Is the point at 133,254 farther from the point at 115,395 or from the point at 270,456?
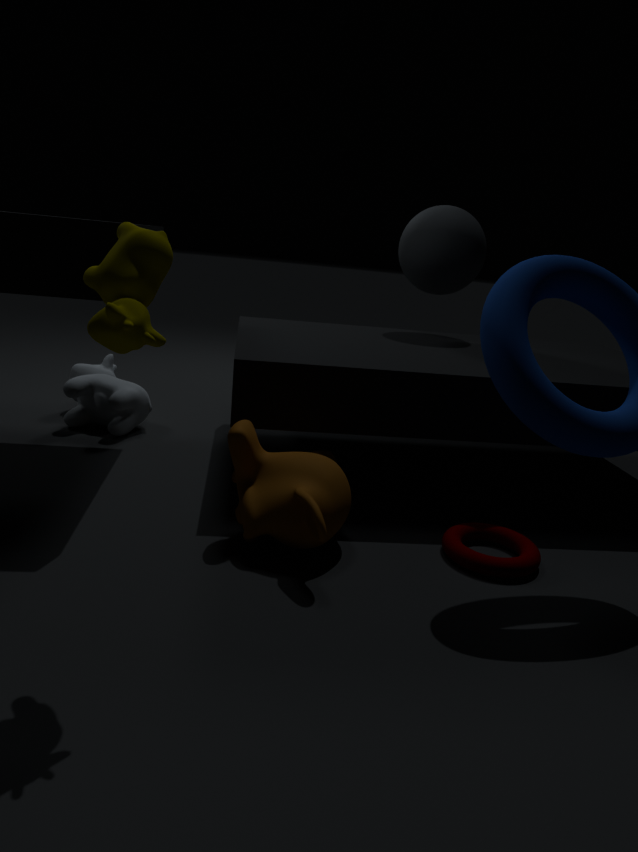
the point at 115,395
